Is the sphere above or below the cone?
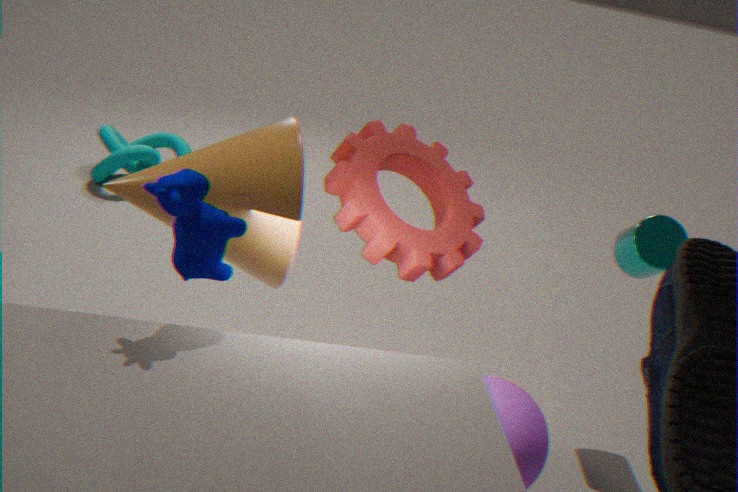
below
